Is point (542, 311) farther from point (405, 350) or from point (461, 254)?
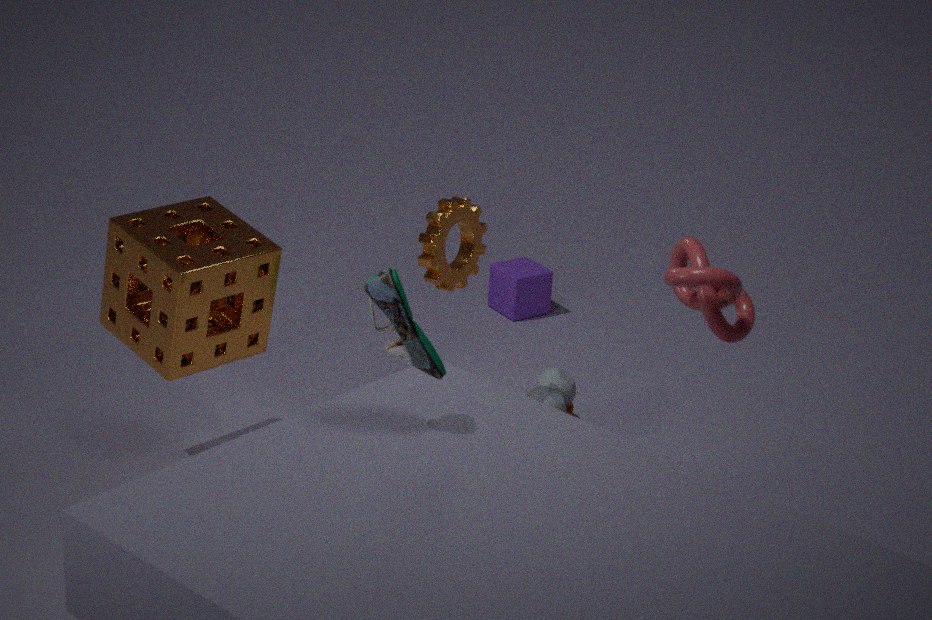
point (405, 350)
